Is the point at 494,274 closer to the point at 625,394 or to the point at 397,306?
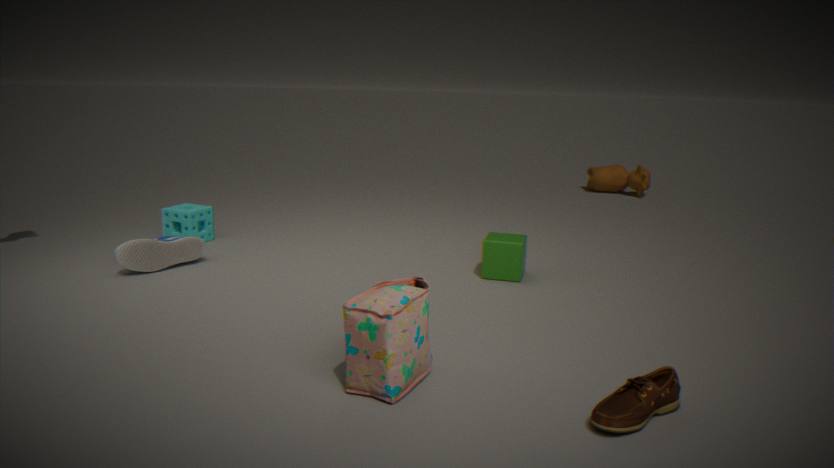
the point at 397,306
